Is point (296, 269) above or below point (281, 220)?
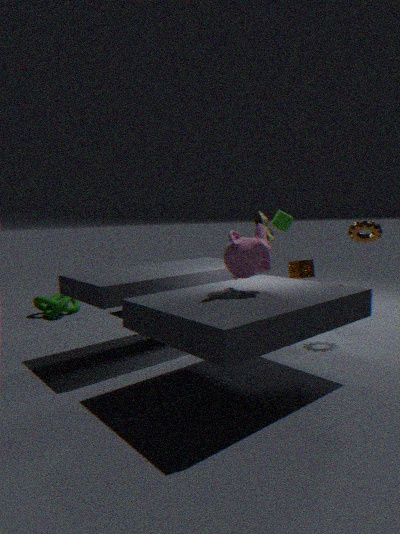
below
